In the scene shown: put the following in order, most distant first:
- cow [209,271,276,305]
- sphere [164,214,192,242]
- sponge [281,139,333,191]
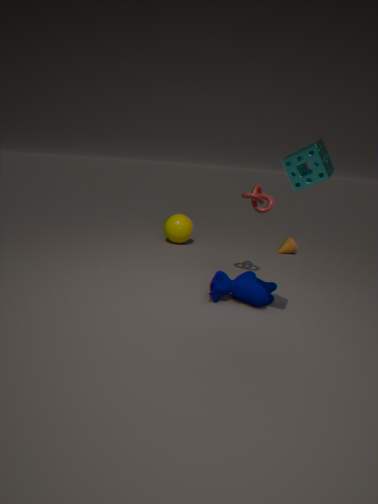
sphere [164,214,192,242] → cow [209,271,276,305] → sponge [281,139,333,191]
